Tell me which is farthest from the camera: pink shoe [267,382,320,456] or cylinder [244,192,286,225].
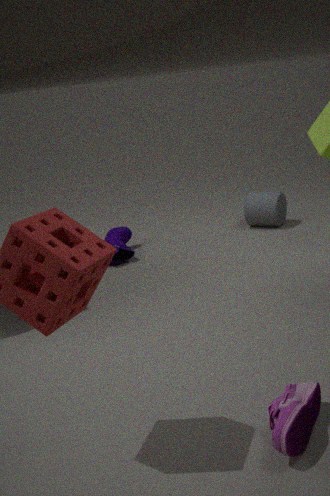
cylinder [244,192,286,225]
